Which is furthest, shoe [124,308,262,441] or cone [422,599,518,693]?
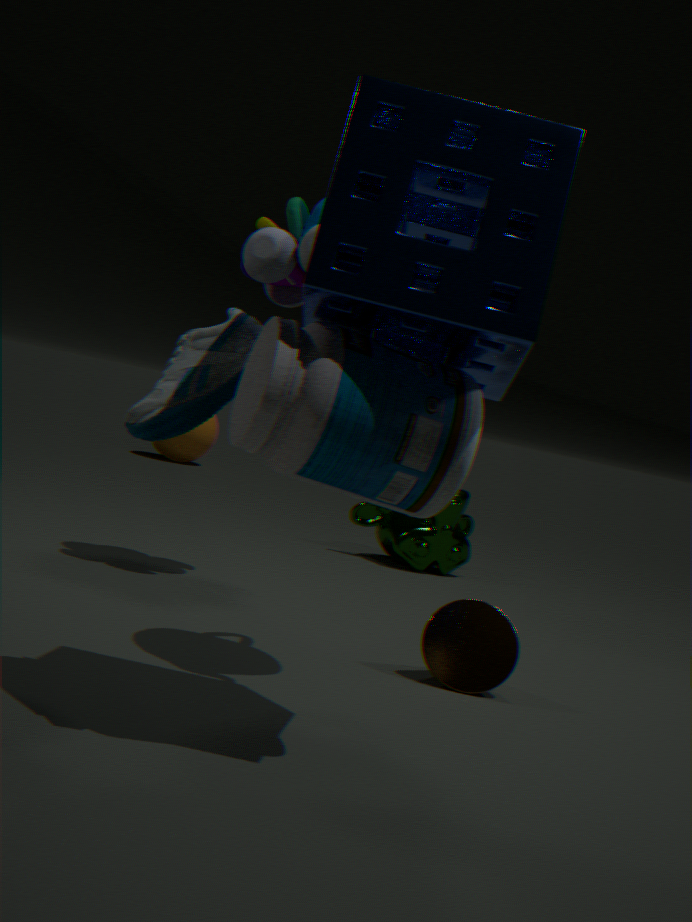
cone [422,599,518,693]
